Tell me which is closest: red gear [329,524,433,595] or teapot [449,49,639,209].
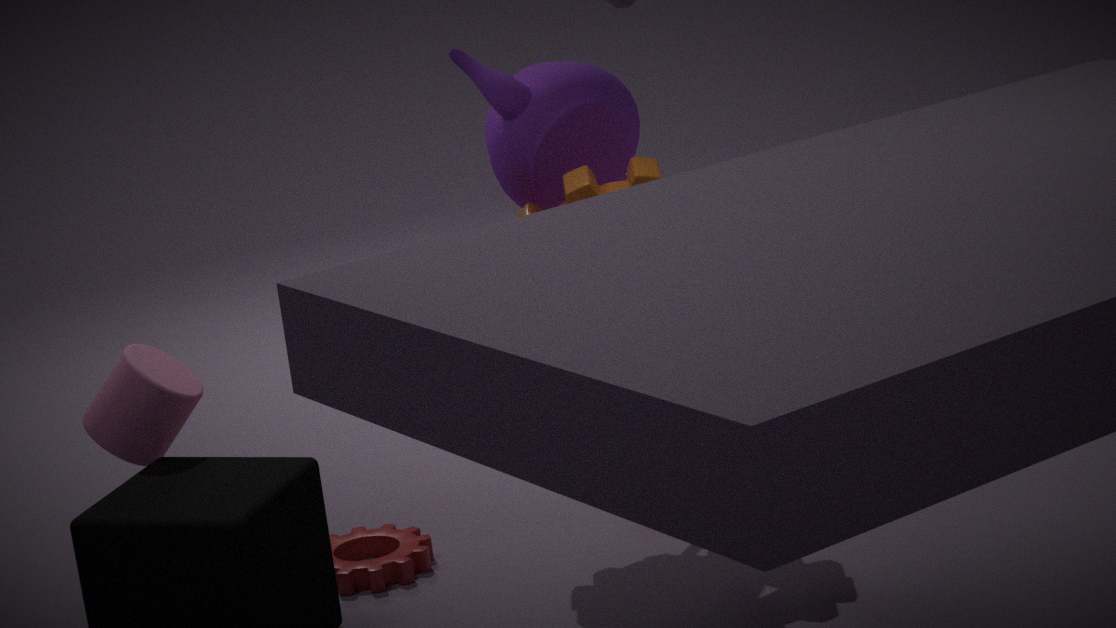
teapot [449,49,639,209]
